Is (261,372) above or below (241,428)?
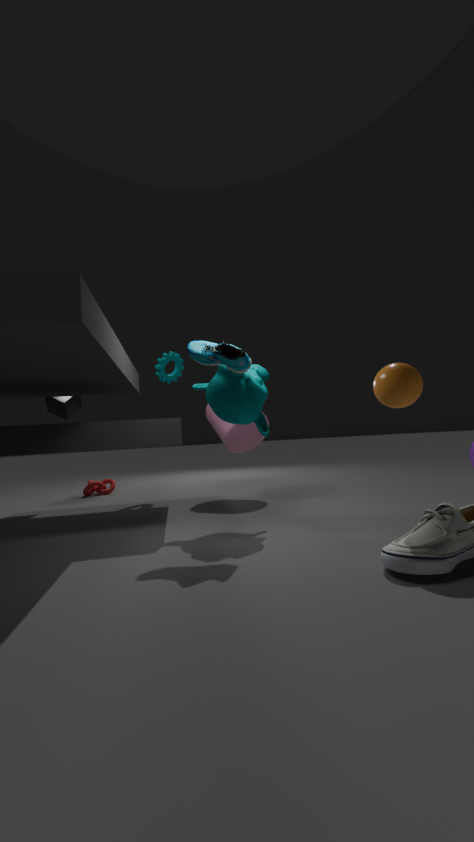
above
